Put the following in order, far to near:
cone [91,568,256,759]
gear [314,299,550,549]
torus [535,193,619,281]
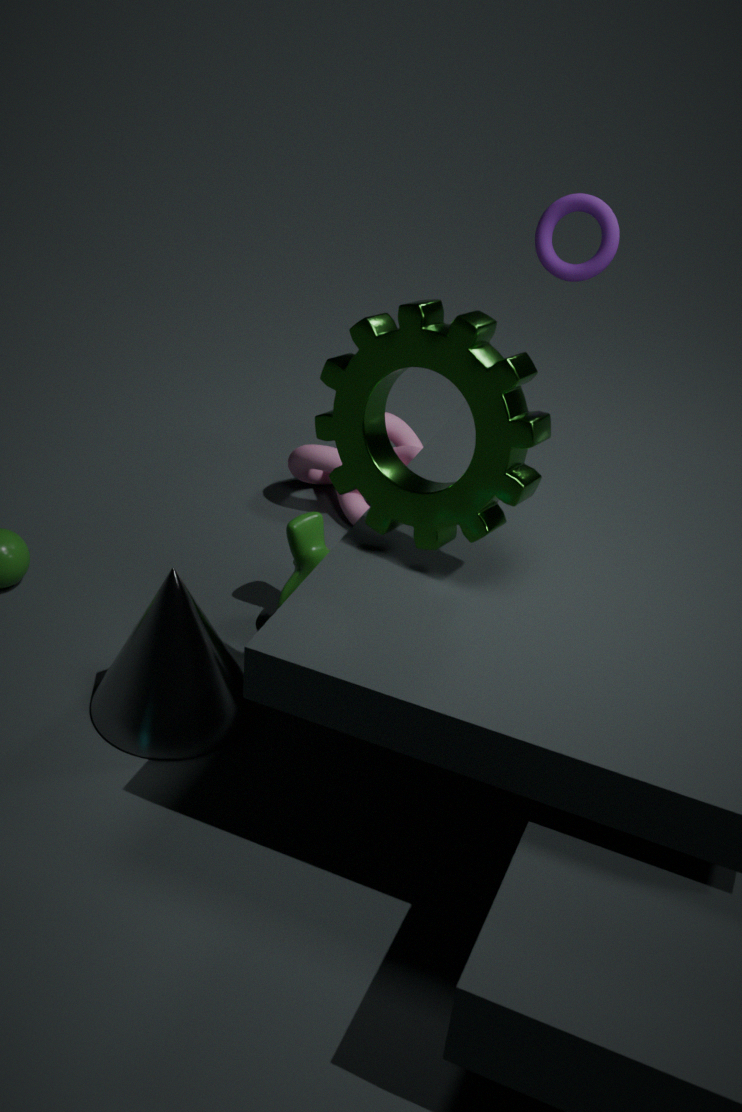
torus [535,193,619,281] → cone [91,568,256,759] → gear [314,299,550,549]
